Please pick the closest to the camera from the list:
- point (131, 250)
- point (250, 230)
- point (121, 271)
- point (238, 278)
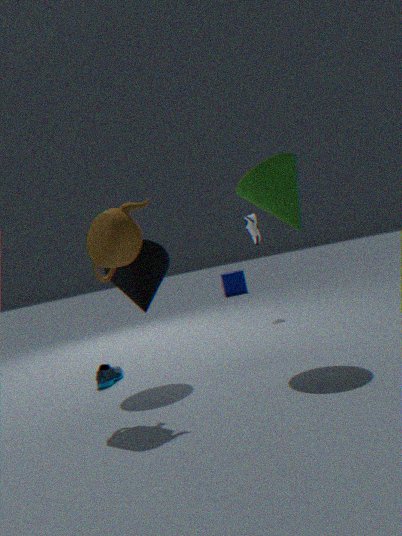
point (131, 250)
